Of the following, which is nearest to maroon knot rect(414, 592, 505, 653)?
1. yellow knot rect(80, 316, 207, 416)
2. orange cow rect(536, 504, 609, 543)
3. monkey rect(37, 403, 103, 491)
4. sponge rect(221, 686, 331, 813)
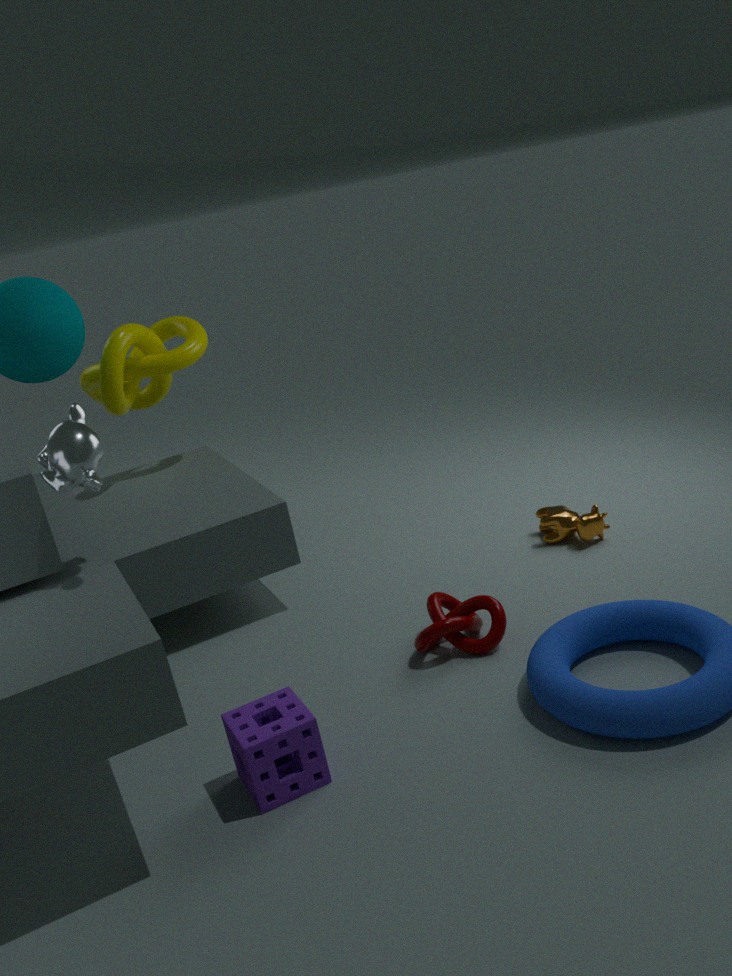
sponge rect(221, 686, 331, 813)
